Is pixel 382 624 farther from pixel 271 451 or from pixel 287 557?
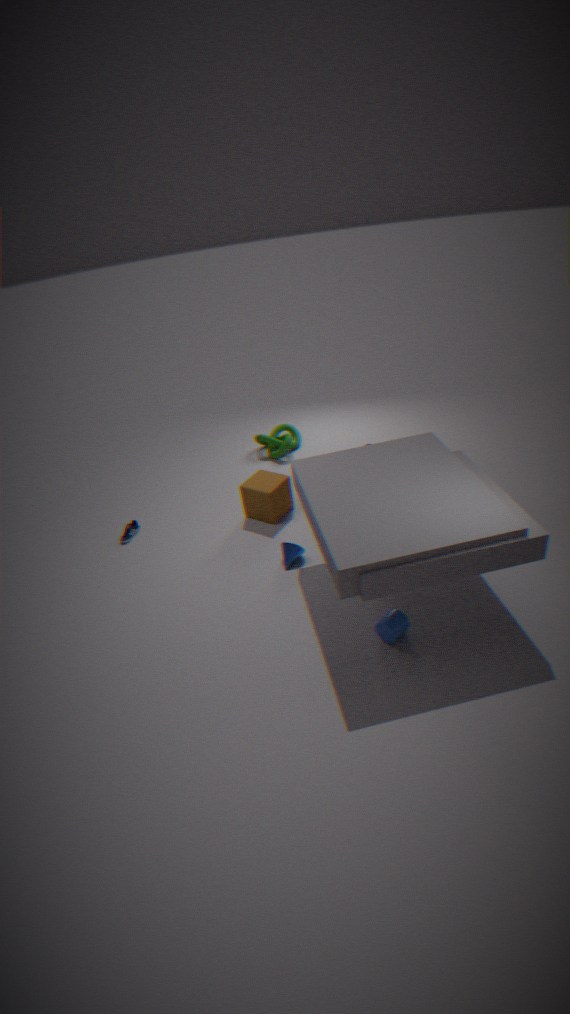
pixel 271 451
